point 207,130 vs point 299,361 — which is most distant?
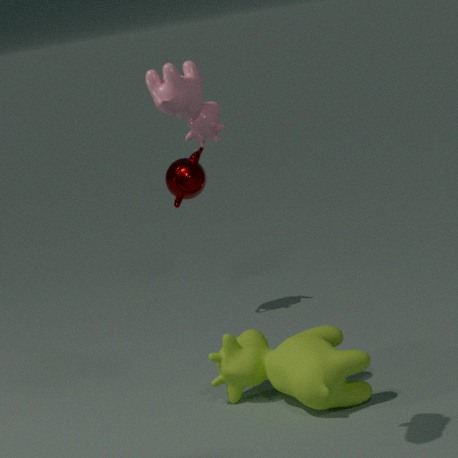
point 299,361
